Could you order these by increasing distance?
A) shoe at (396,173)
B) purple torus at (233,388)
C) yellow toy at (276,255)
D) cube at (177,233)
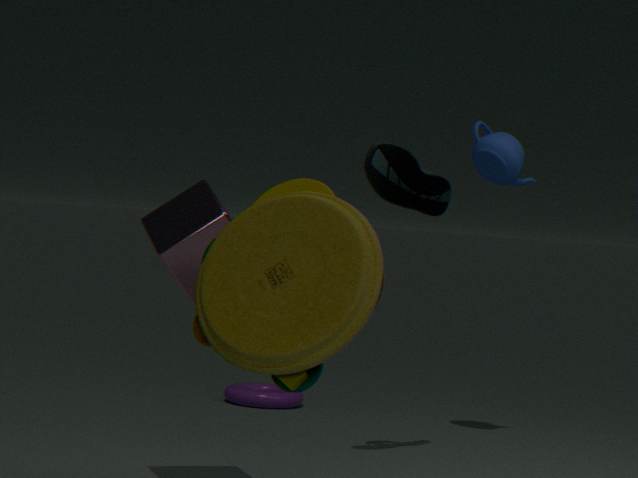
yellow toy at (276,255)
cube at (177,233)
shoe at (396,173)
purple torus at (233,388)
